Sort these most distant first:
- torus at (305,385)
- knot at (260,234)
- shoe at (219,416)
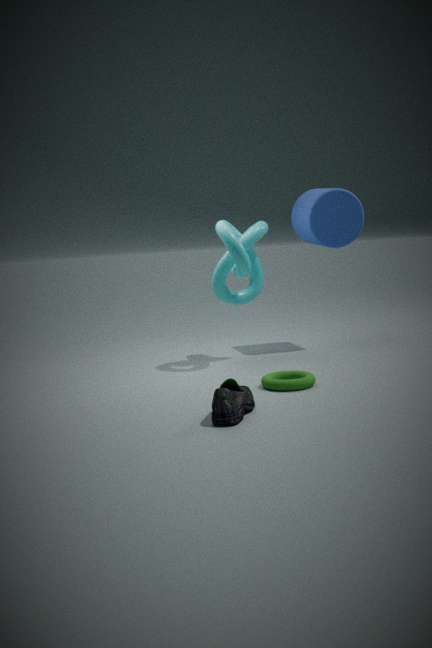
knot at (260,234), torus at (305,385), shoe at (219,416)
